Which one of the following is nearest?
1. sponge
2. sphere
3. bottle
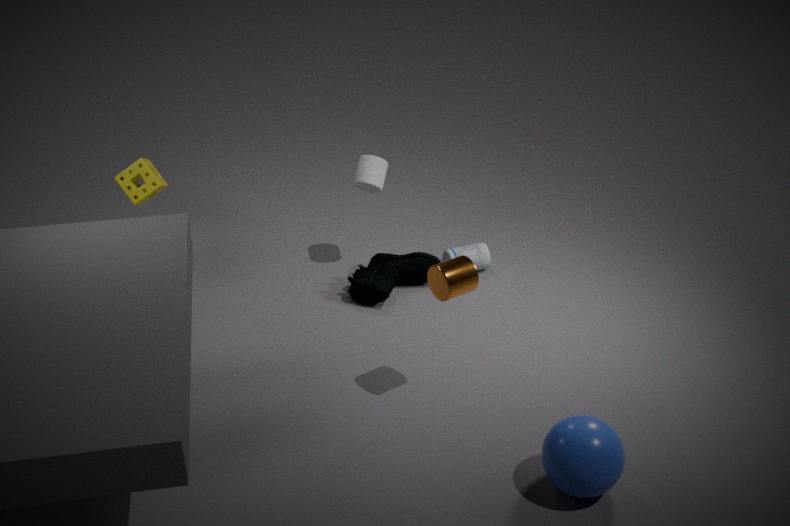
sphere
